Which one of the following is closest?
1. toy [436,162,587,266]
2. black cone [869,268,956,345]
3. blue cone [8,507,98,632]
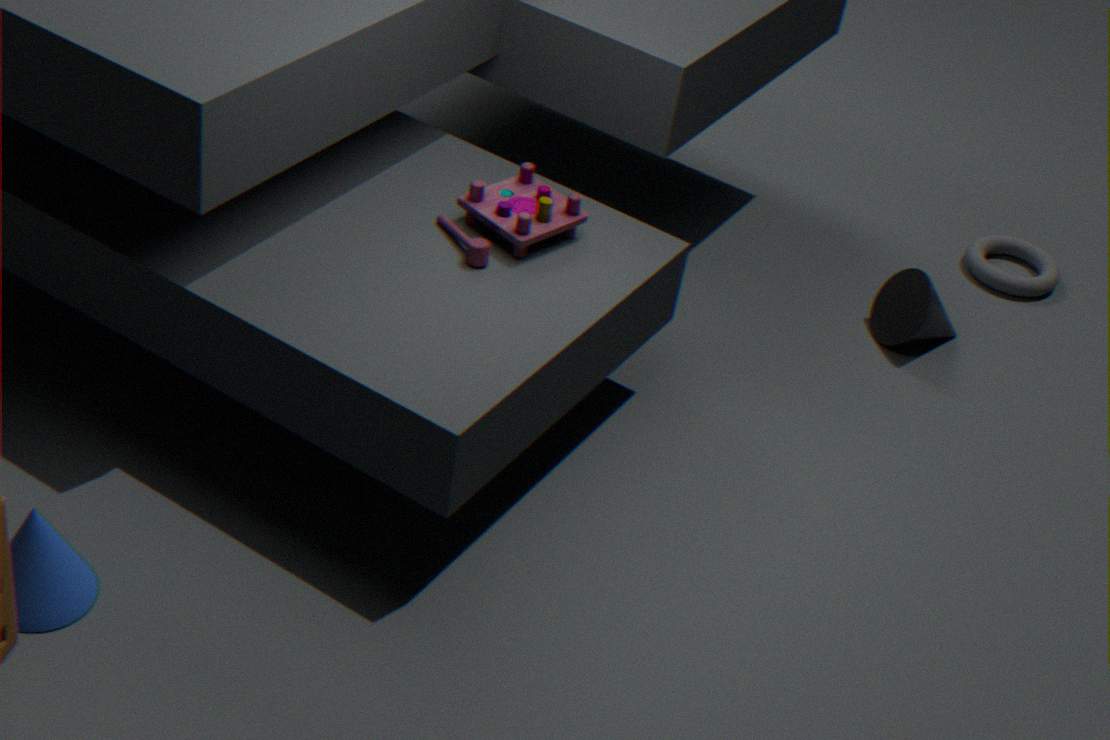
blue cone [8,507,98,632]
